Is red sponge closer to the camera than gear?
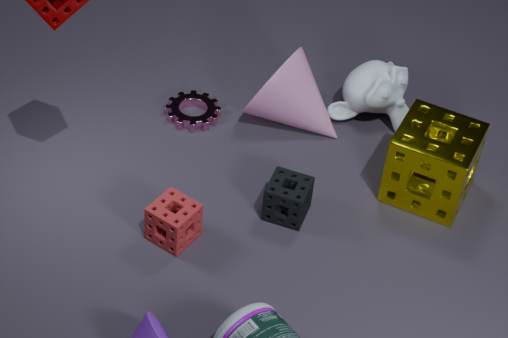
Yes
